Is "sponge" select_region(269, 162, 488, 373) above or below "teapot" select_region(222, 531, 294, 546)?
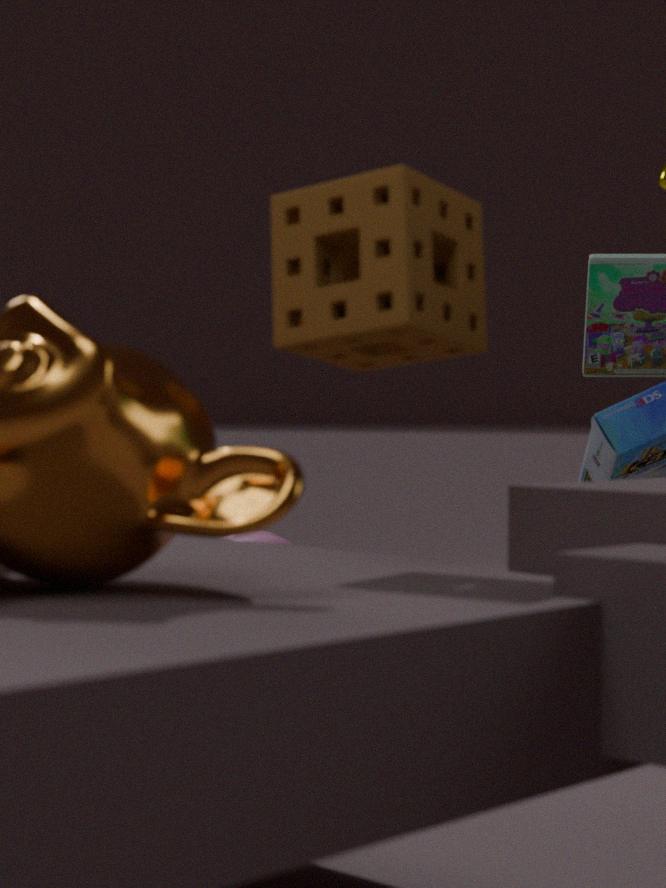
above
